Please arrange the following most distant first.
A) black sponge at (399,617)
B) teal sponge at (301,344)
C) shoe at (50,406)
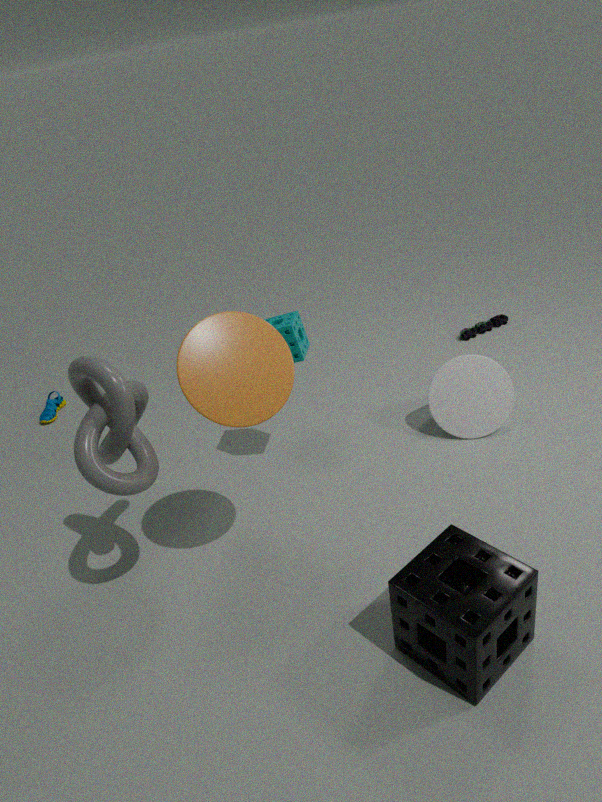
shoe at (50,406), teal sponge at (301,344), black sponge at (399,617)
